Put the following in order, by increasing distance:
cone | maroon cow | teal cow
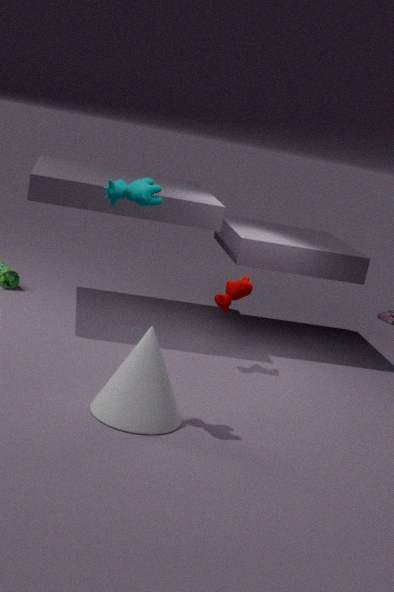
teal cow, cone, maroon cow
